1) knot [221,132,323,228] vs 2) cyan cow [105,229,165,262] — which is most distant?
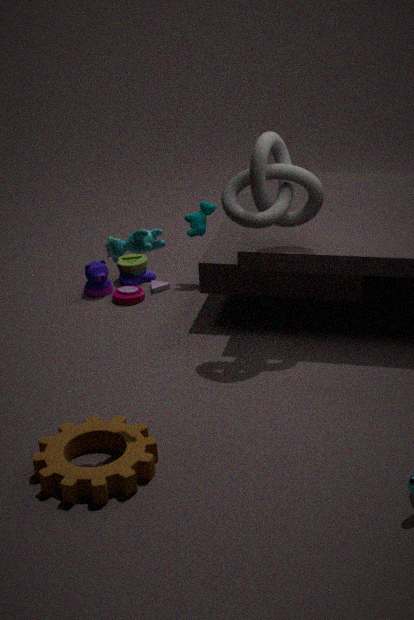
1. knot [221,132,323,228]
